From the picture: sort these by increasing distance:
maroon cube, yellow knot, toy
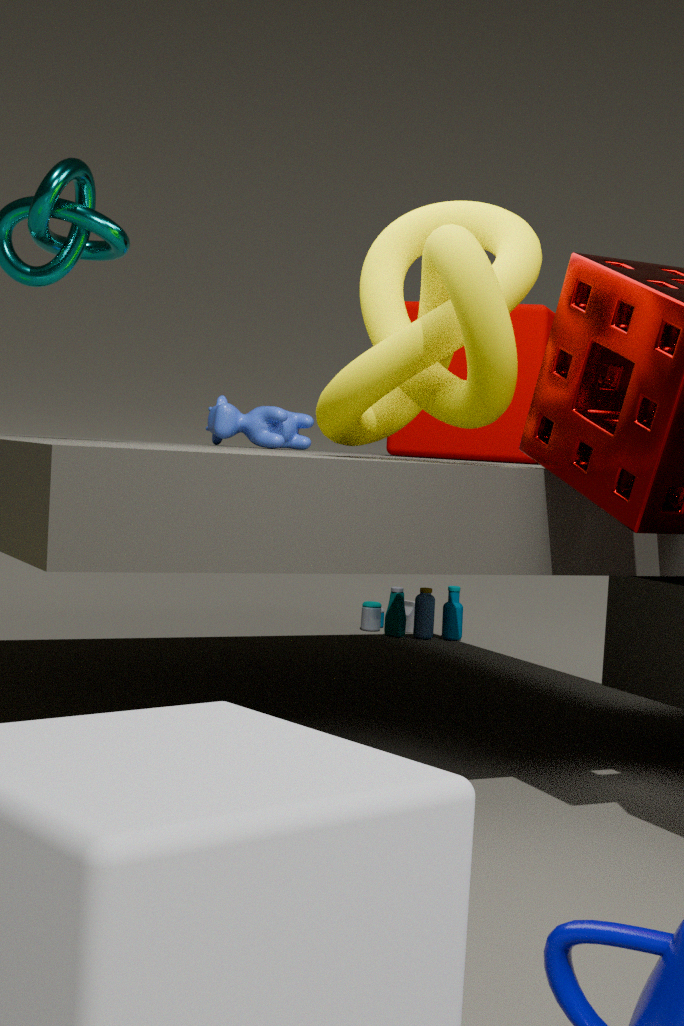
1. yellow knot
2. maroon cube
3. toy
